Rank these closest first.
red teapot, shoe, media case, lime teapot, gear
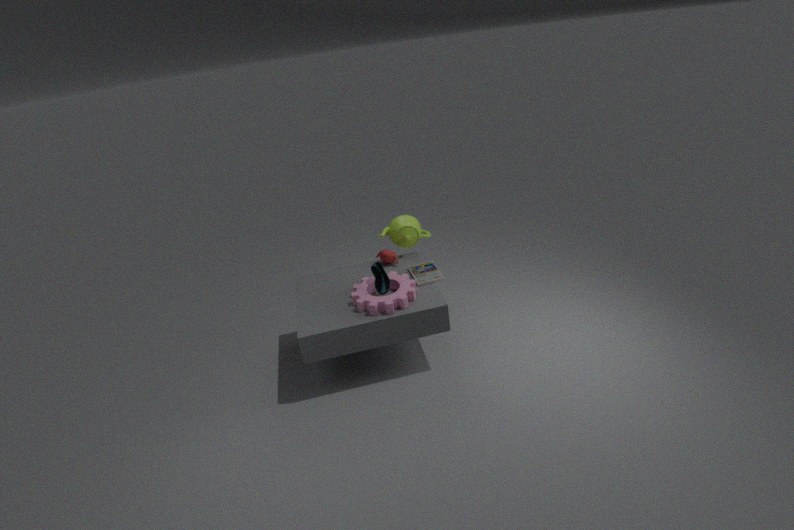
gear → shoe → media case → red teapot → lime teapot
